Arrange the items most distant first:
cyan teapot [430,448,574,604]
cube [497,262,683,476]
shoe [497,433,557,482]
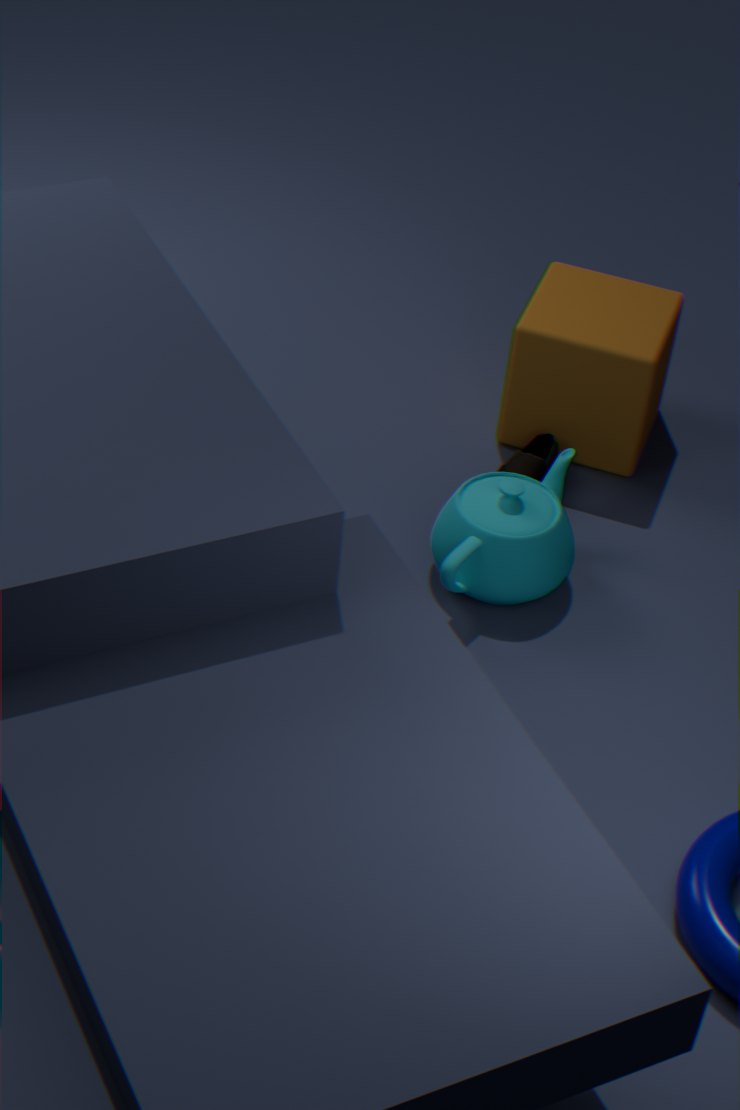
1. shoe [497,433,557,482]
2. cube [497,262,683,476]
3. cyan teapot [430,448,574,604]
